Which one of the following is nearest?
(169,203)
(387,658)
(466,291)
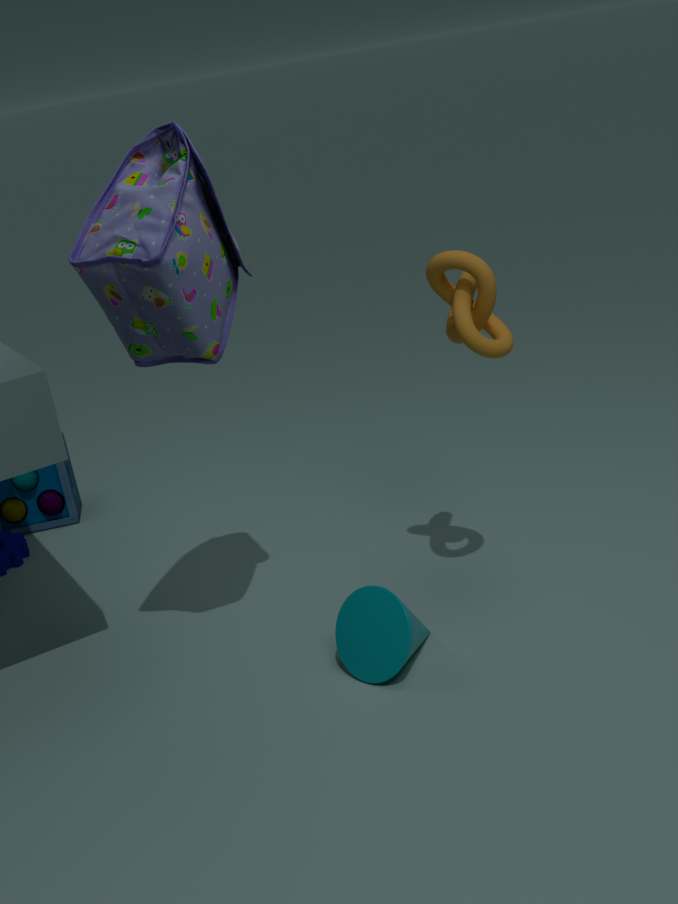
(169,203)
